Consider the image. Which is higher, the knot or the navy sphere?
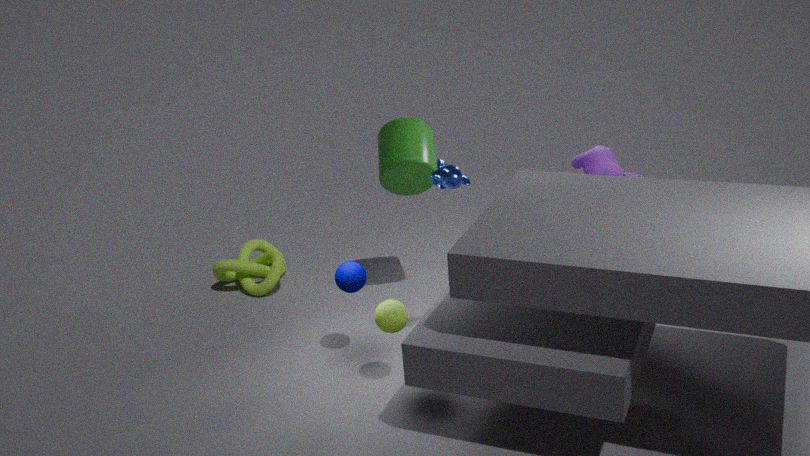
the navy sphere
